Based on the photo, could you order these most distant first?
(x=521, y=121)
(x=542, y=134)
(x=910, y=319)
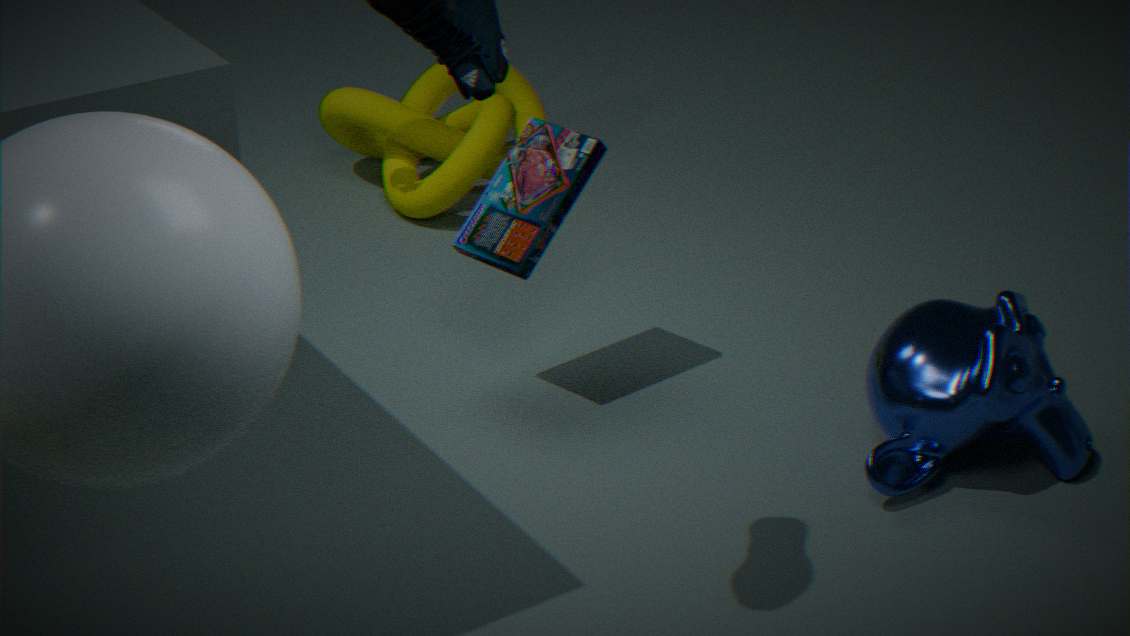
(x=521, y=121) < (x=542, y=134) < (x=910, y=319)
